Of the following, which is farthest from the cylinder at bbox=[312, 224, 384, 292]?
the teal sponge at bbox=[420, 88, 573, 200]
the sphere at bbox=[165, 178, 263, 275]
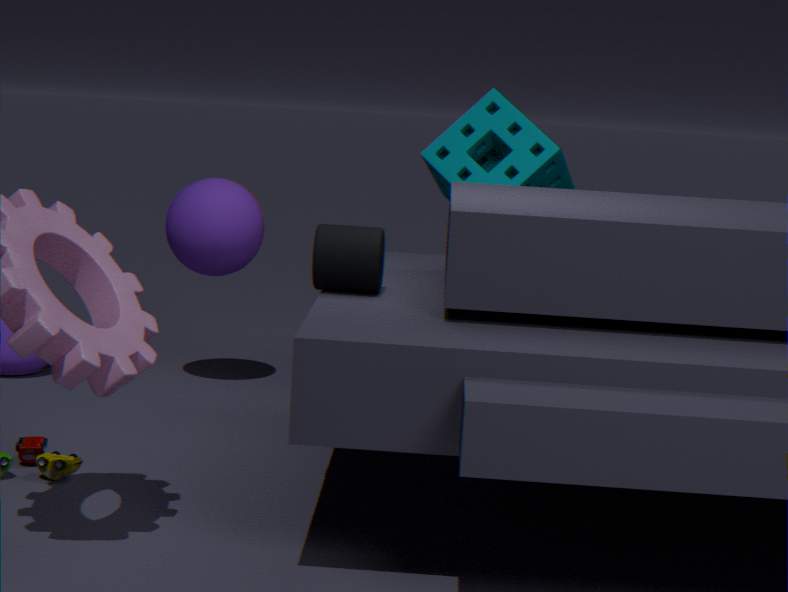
the sphere at bbox=[165, 178, 263, 275]
